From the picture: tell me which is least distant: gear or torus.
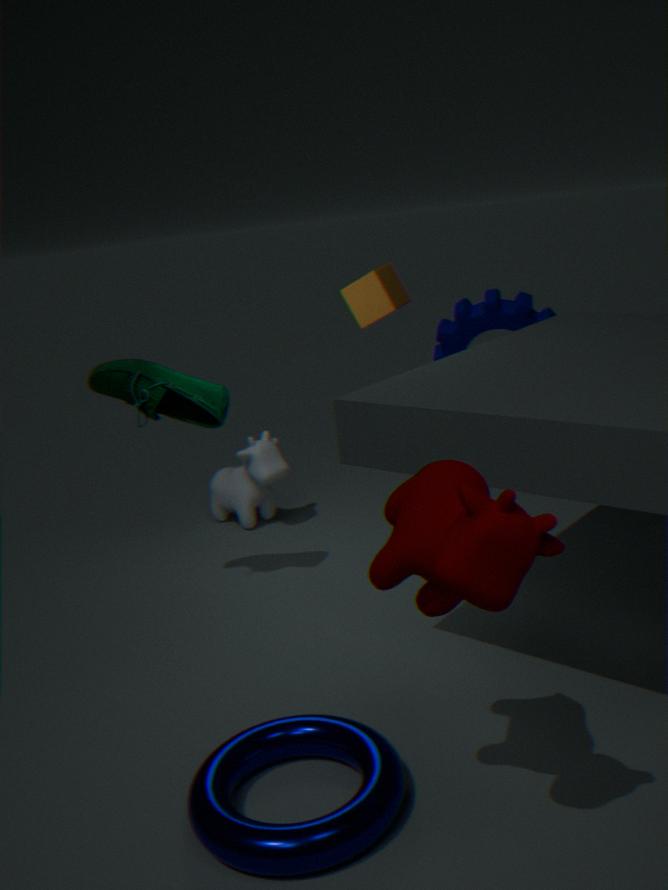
torus
